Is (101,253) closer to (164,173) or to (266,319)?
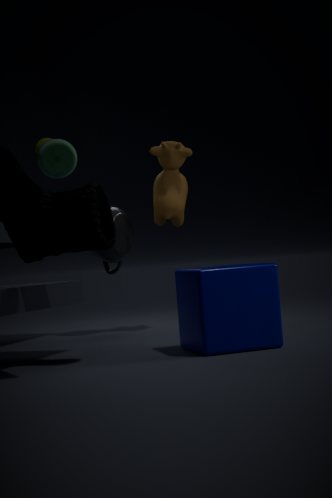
(164,173)
